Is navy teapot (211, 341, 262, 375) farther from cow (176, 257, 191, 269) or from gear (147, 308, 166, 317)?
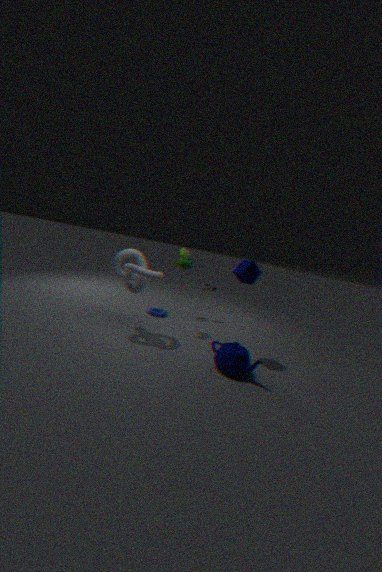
gear (147, 308, 166, 317)
